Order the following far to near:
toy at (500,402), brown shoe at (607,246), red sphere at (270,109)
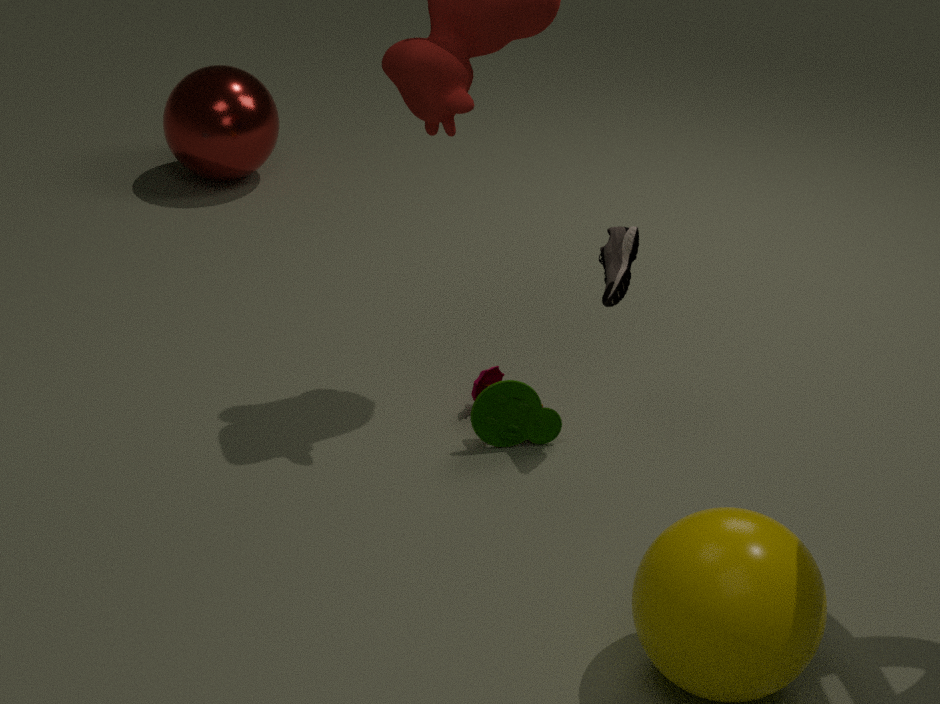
red sphere at (270,109)
toy at (500,402)
brown shoe at (607,246)
